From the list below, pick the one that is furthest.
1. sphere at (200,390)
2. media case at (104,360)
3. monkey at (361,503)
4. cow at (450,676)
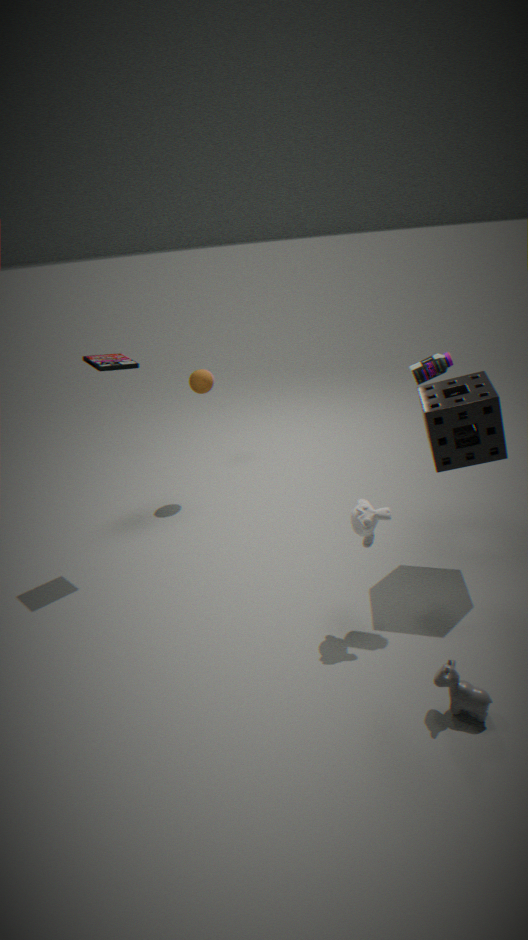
sphere at (200,390)
